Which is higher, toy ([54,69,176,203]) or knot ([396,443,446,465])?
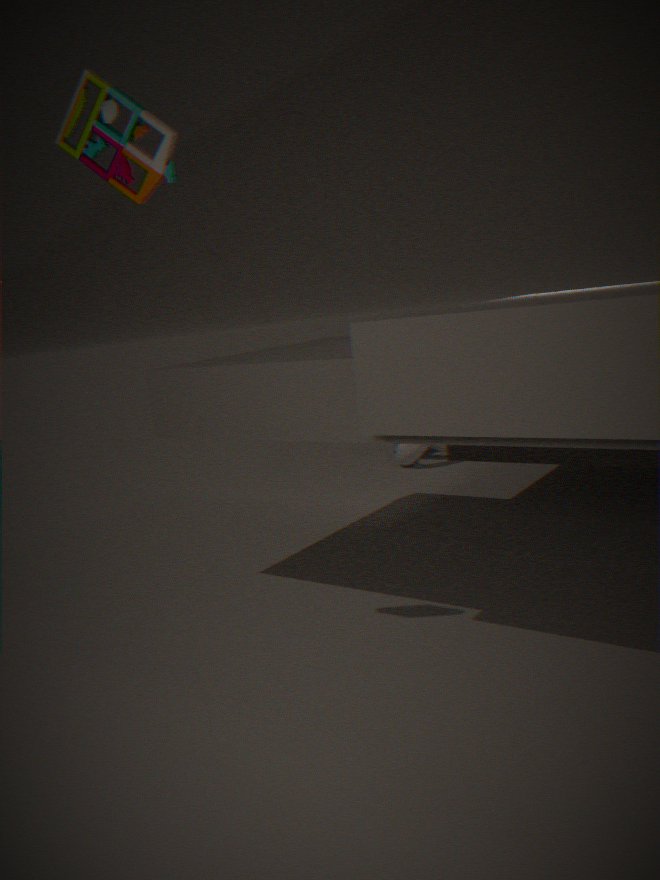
toy ([54,69,176,203])
